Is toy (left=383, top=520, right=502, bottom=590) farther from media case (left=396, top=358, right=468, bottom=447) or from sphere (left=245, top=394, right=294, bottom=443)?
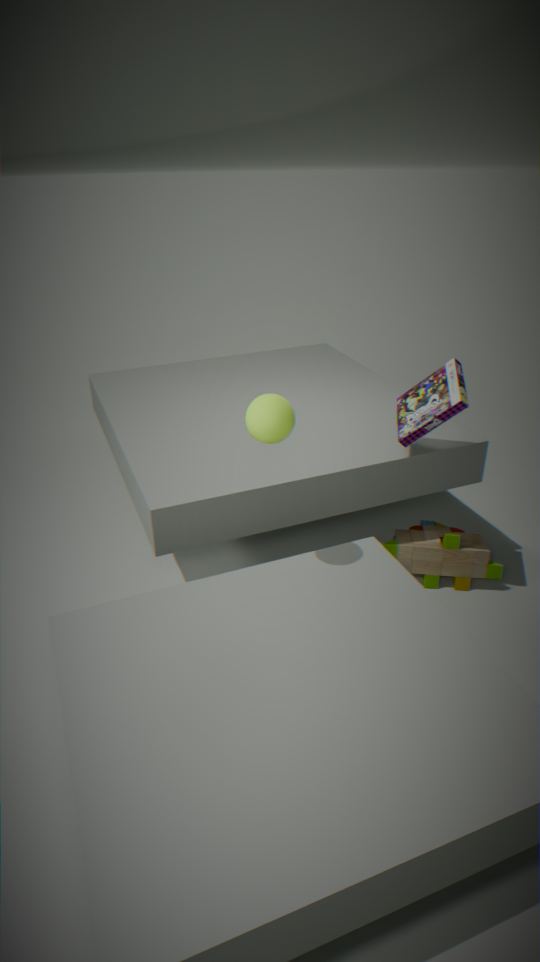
sphere (left=245, top=394, right=294, bottom=443)
